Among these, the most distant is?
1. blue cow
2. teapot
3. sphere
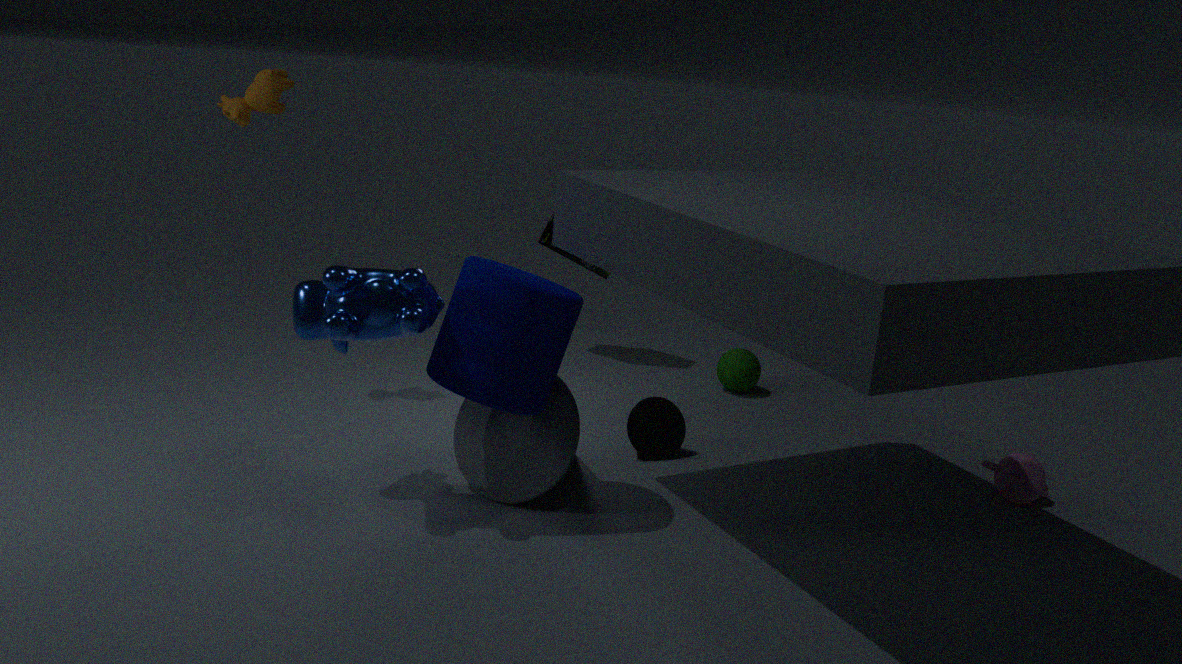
sphere
